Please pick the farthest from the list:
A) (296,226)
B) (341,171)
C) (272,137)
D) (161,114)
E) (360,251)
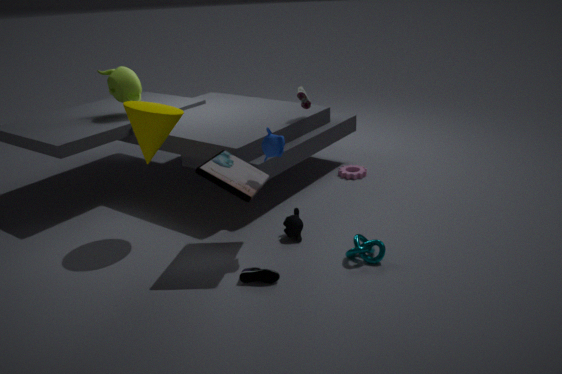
(341,171)
